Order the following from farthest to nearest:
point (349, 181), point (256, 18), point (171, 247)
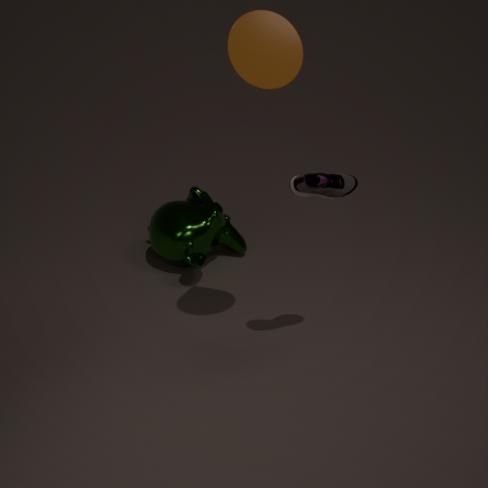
point (171, 247) < point (349, 181) < point (256, 18)
